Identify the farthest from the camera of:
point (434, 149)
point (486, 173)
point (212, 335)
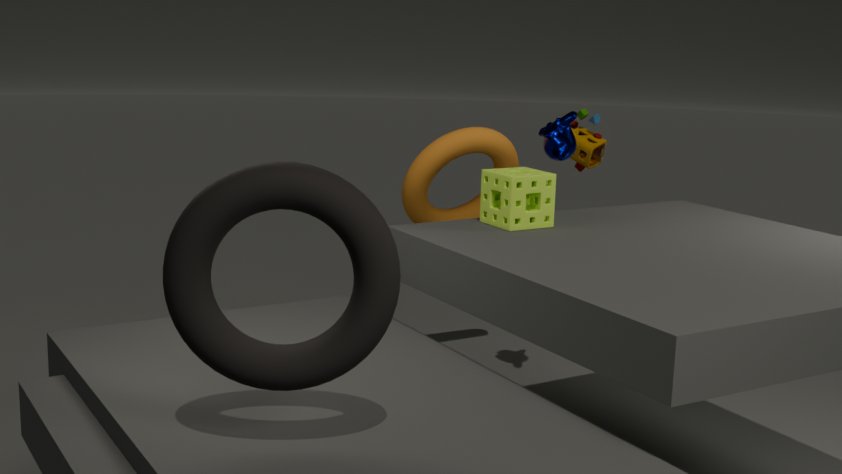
point (434, 149)
